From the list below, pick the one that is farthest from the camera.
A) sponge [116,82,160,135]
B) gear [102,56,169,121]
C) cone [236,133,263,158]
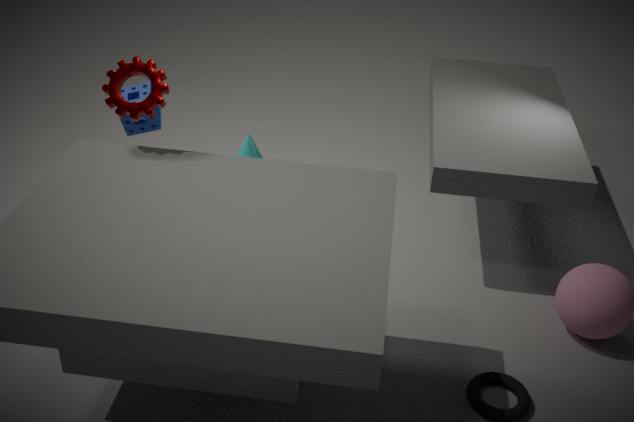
cone [236,133,263,158]
